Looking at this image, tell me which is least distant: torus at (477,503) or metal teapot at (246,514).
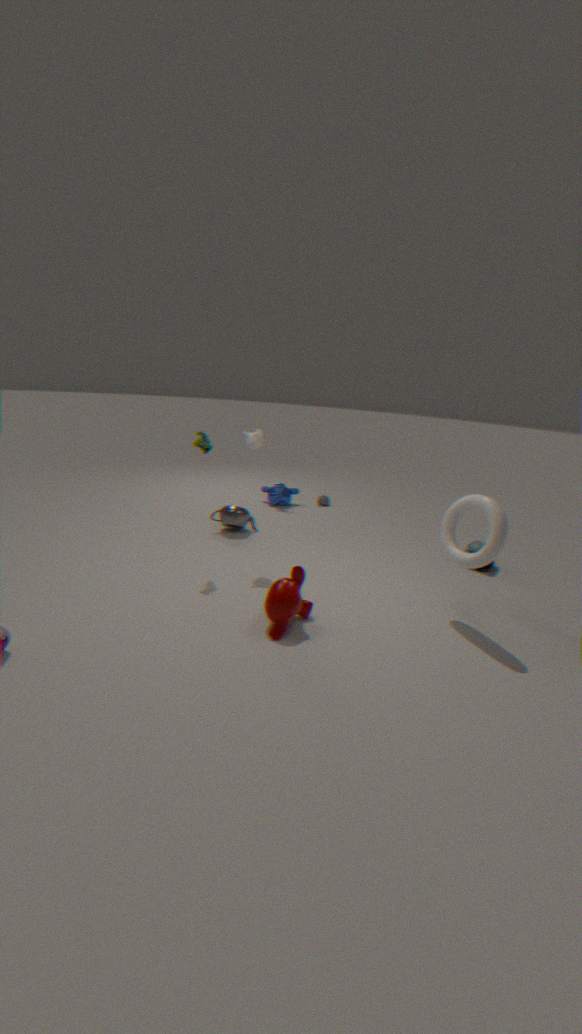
torus at (477,503)
